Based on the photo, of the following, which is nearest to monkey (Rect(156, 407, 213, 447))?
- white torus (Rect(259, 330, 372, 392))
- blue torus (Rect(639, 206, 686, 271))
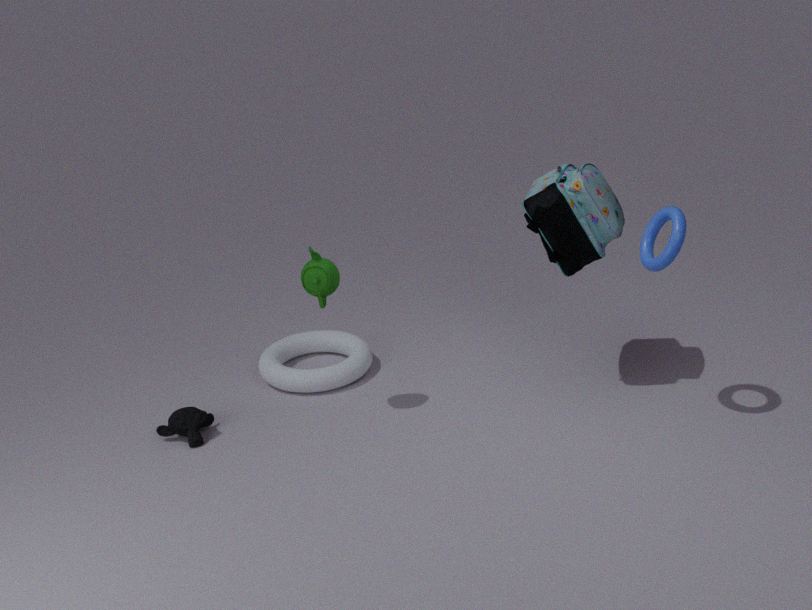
white torus (Rect(259, 330, 372, 392))
